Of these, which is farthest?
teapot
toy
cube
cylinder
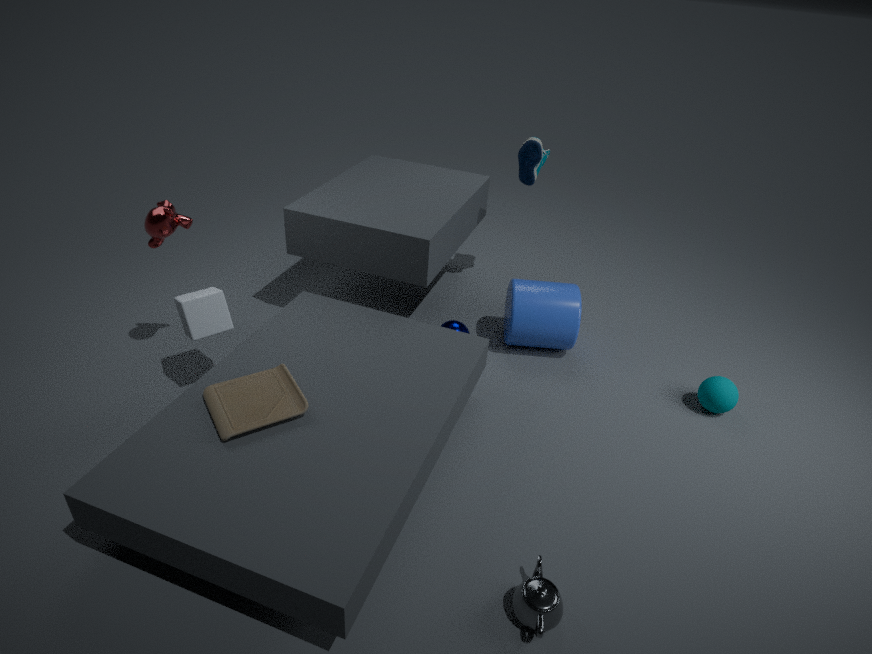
cylinder
